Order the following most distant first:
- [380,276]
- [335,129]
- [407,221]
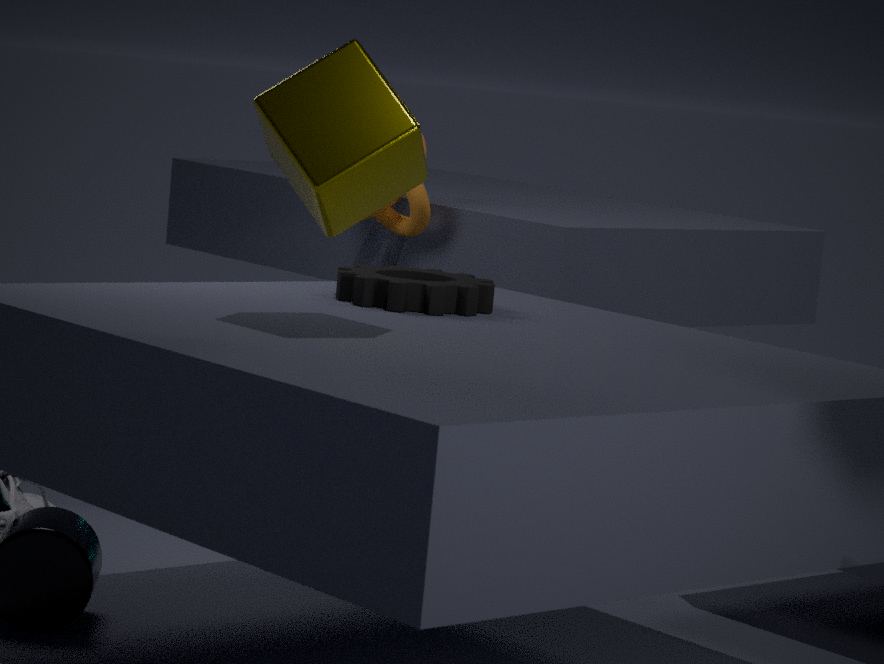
[407,221], [380,276], [335,129]
